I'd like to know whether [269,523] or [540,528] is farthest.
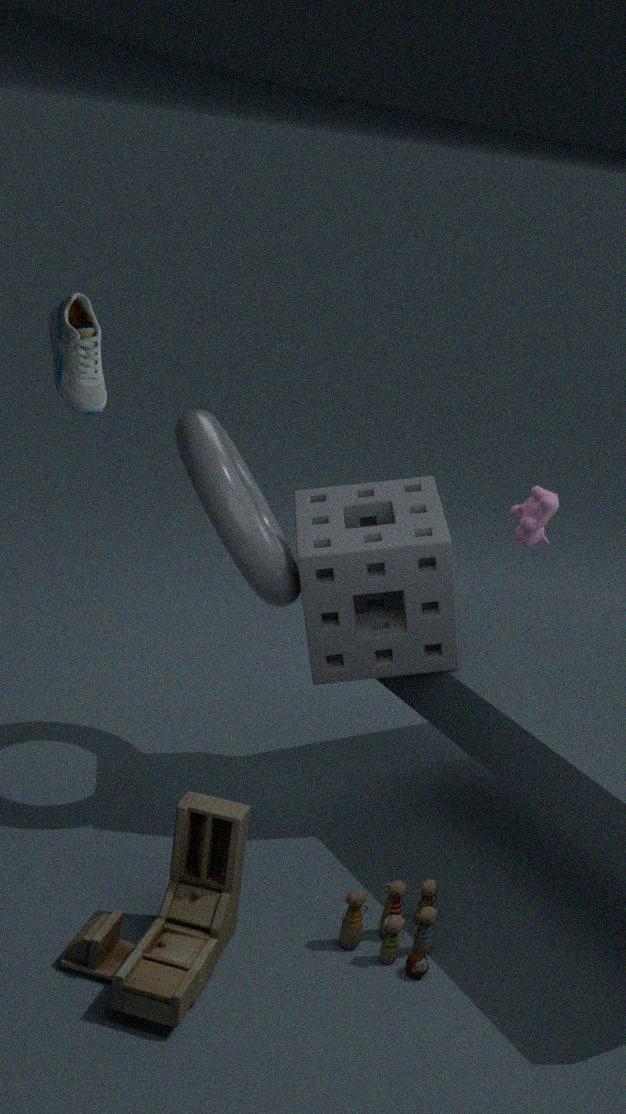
[540,528]
